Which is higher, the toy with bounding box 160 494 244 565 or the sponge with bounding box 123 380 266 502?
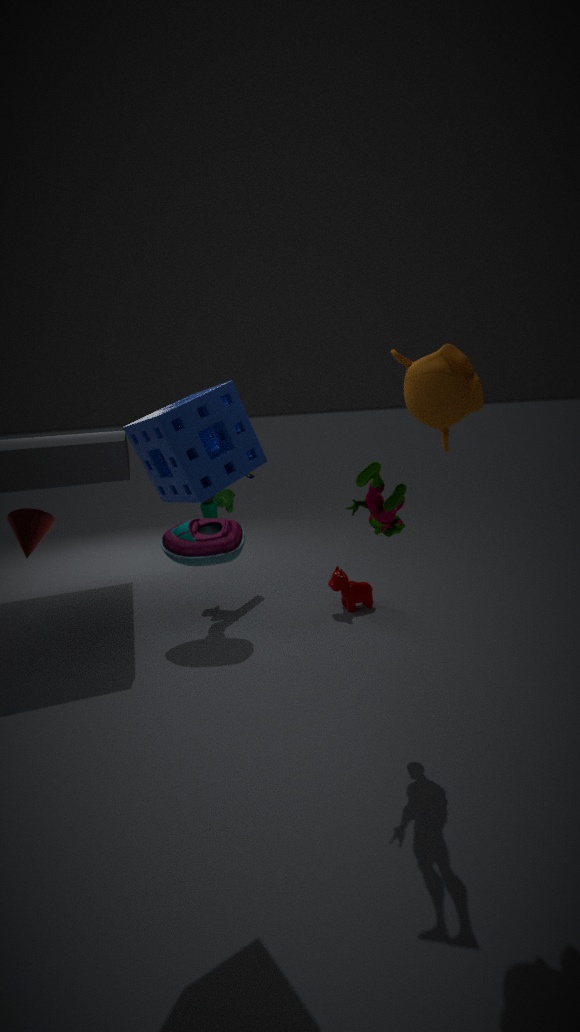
the sponge with bounding box 123 380 266 502
